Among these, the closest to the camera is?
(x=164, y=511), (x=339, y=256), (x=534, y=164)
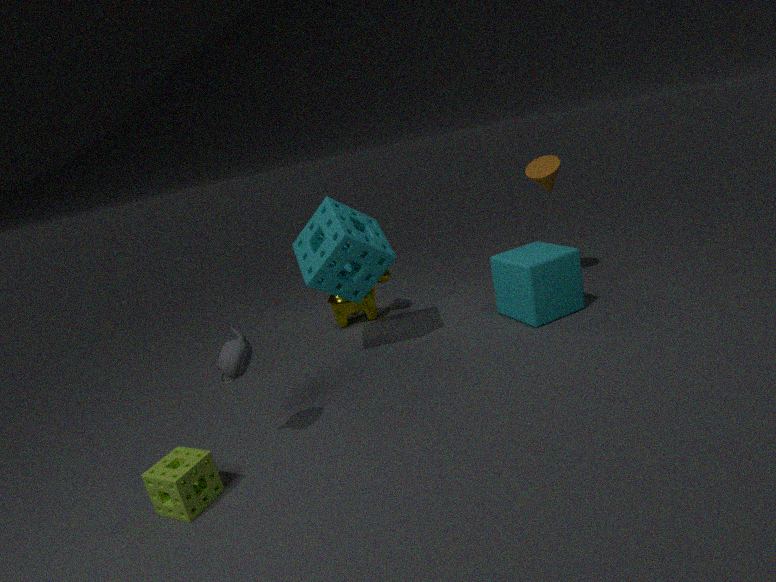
(x=164, y=511)
